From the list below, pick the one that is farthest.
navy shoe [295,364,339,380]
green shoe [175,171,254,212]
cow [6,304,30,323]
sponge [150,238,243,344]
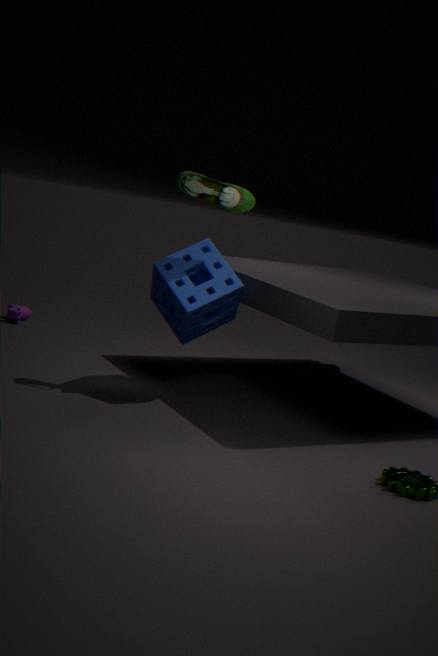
cow [6,304,30,323]
